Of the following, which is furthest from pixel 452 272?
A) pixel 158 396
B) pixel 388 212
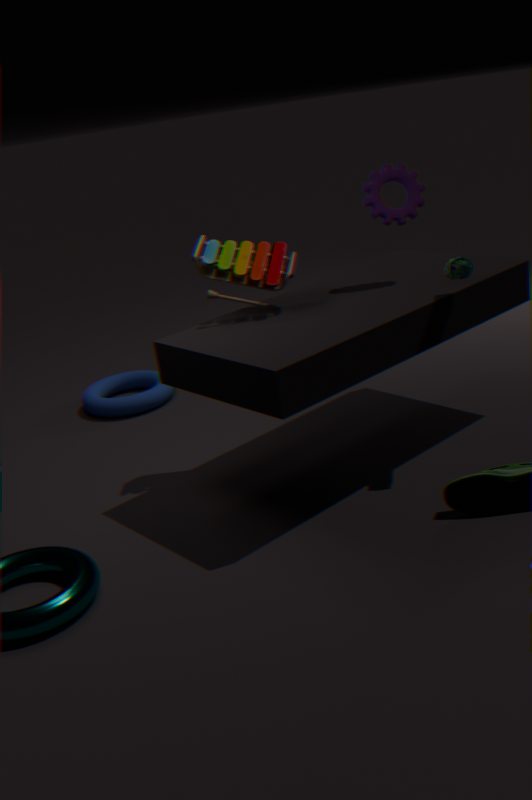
pixel 158 396
